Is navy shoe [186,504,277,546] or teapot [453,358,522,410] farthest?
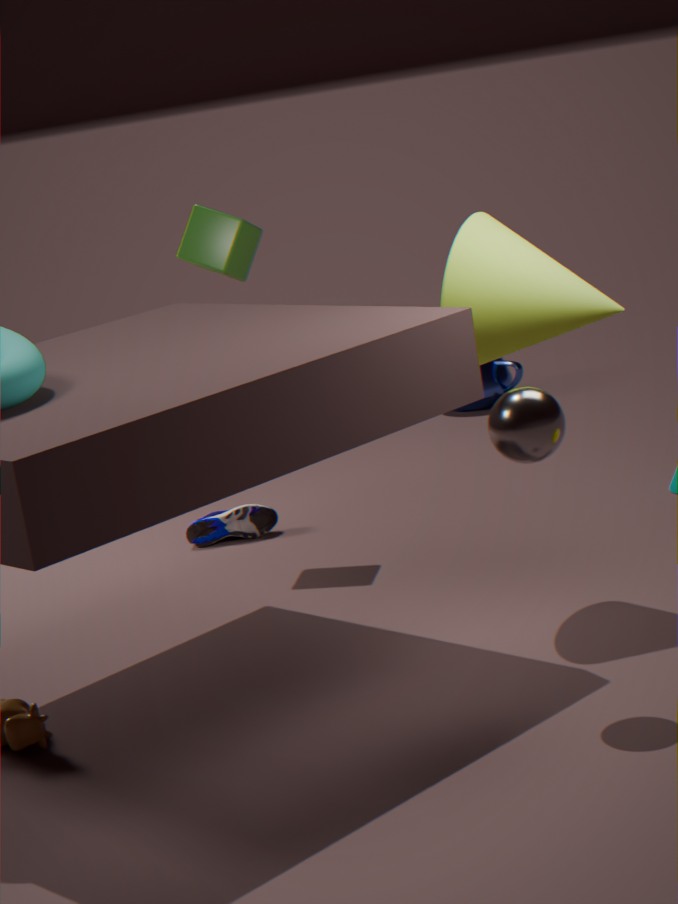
teapot [453,358,522,410]
